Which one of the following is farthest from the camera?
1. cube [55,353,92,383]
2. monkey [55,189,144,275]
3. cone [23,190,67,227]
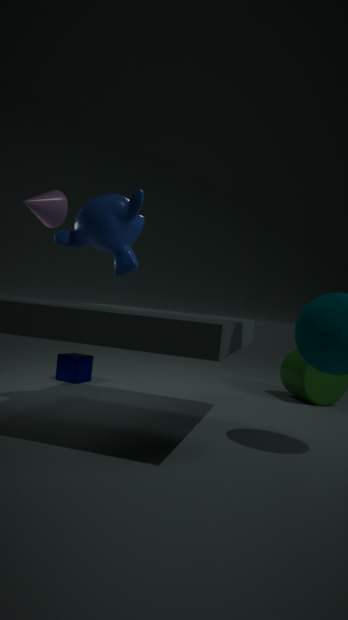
cube [55,353,92,383]
